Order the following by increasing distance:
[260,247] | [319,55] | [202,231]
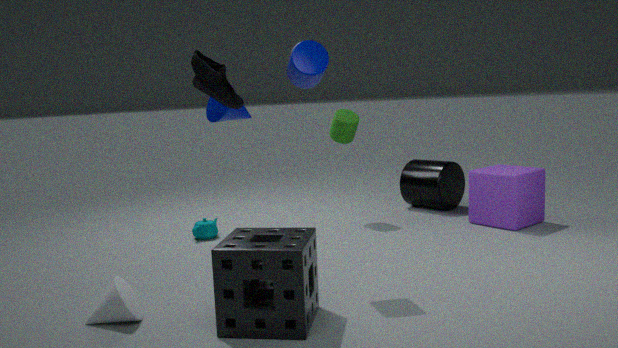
1. [260,247]
2. [319,55]
3. [202,231]
